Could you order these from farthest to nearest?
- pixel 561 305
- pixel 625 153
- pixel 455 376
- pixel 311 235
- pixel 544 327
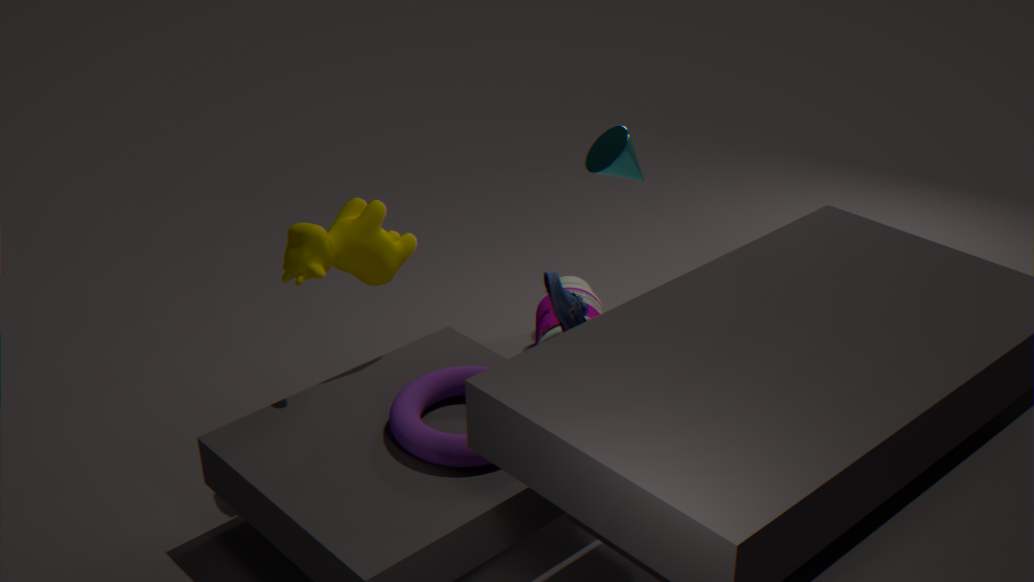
Result: pixel 544 327, pixel 625 153, pixel 561 305, pixel 455 376, pixel 311 235
